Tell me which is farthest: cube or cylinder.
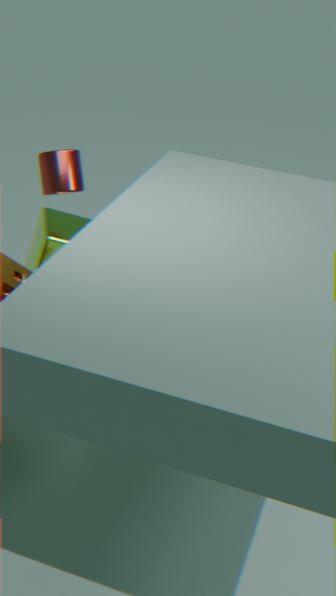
cube
